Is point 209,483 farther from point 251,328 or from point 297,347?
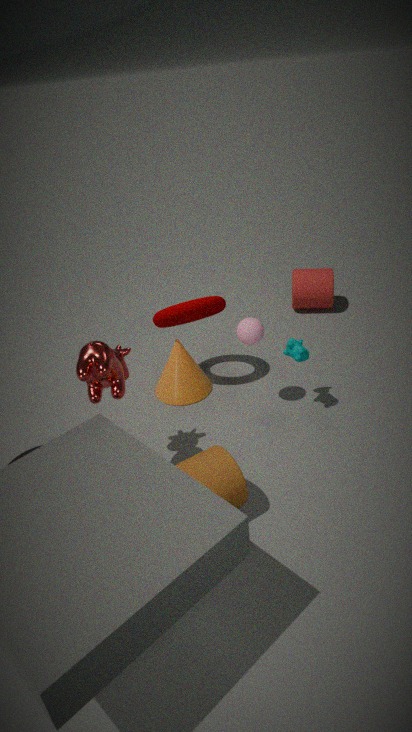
point 297,347
